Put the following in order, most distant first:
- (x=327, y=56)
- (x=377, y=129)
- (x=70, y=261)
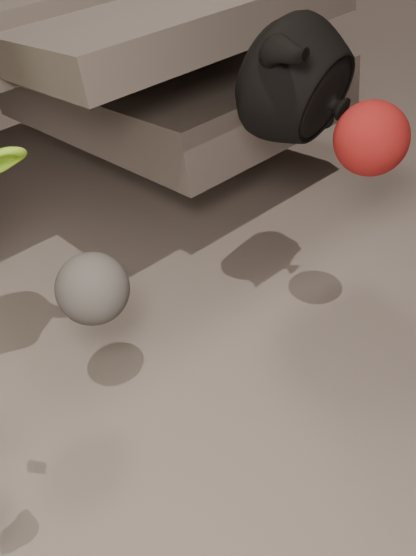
(x=70, y=261), (x=327, y=56), (x=377, y=129)
